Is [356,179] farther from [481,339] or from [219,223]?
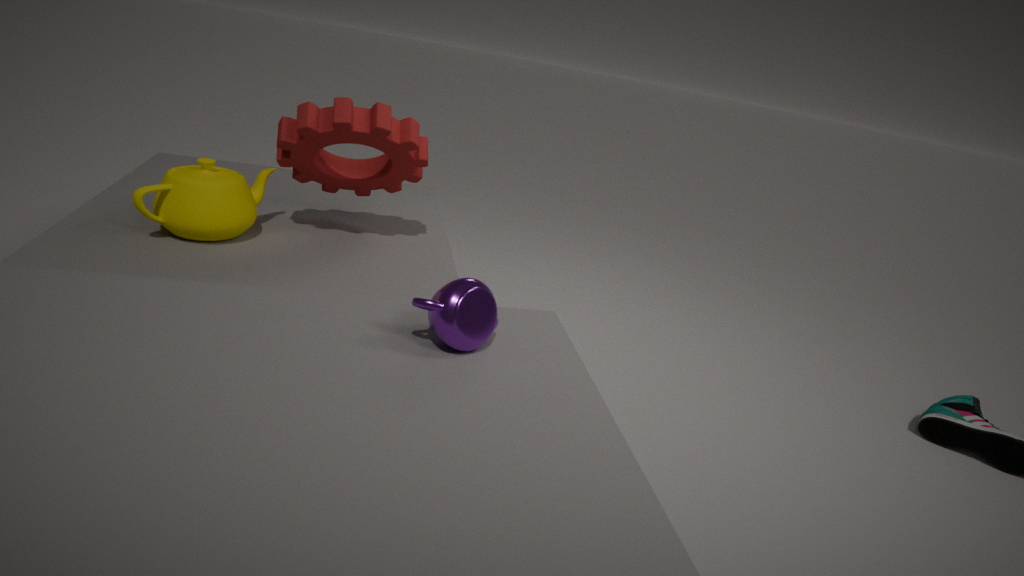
[481,339]
